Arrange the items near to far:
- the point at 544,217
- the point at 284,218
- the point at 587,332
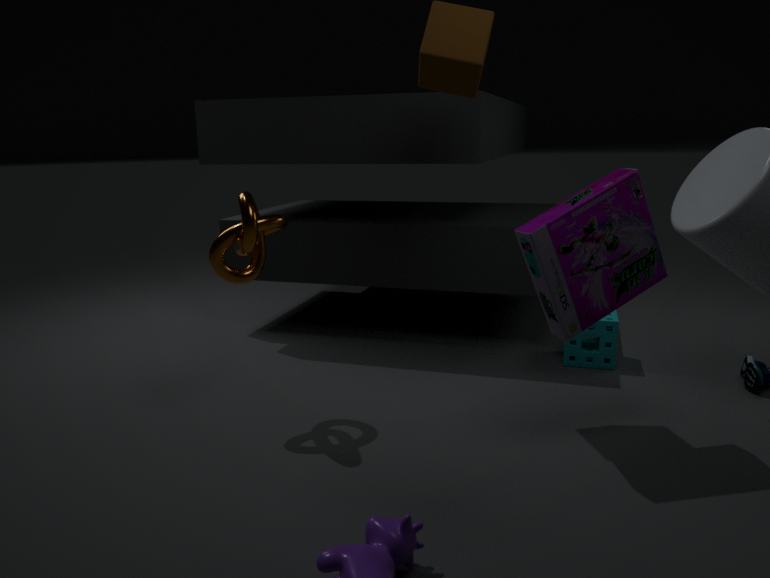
the point at 544,217, the point at 284,218, the point at 587,332
